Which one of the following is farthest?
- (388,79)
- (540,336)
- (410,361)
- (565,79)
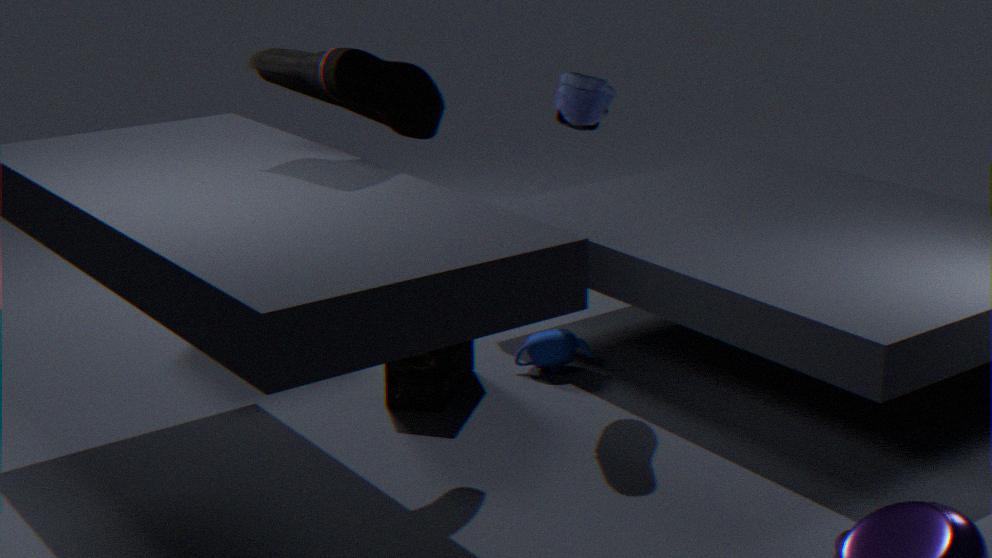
(540,336)
